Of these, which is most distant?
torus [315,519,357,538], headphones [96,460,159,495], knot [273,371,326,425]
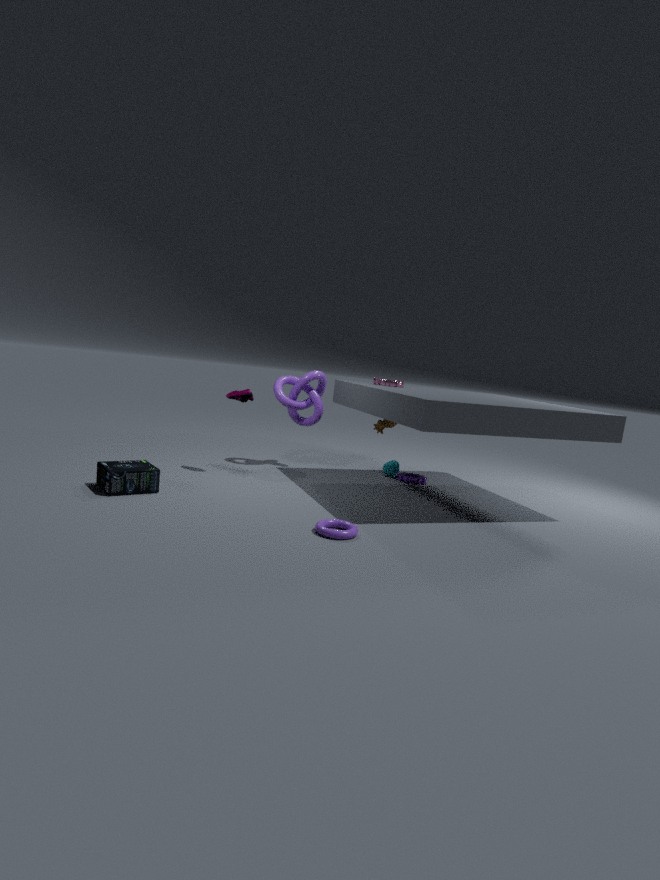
knot [273,371,326,425]
